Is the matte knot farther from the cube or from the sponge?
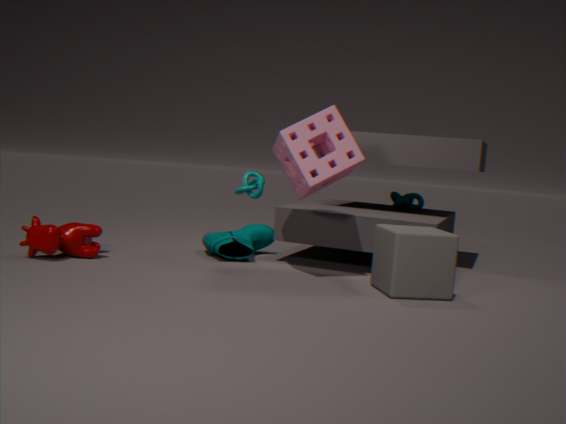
the cube
